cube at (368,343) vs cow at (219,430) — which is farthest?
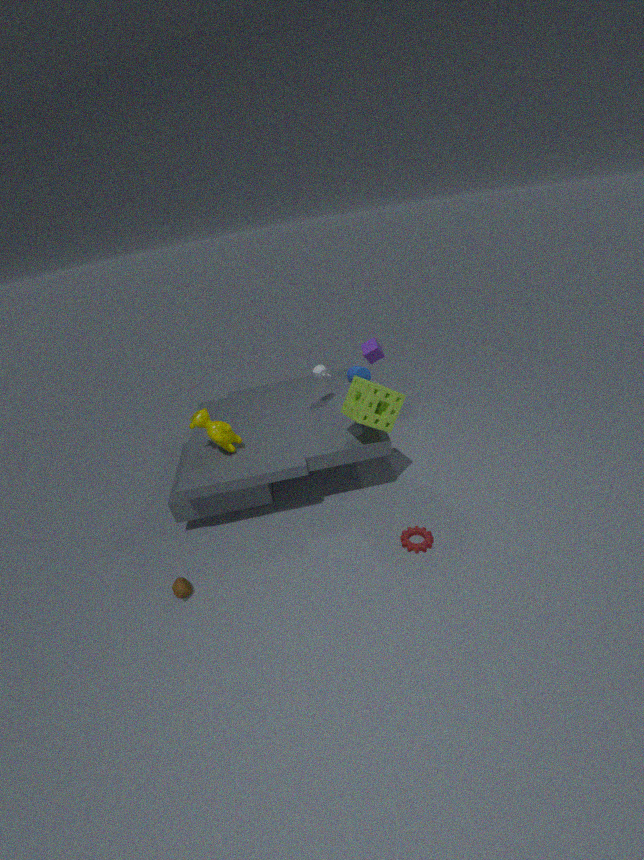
cube at (368,343)
